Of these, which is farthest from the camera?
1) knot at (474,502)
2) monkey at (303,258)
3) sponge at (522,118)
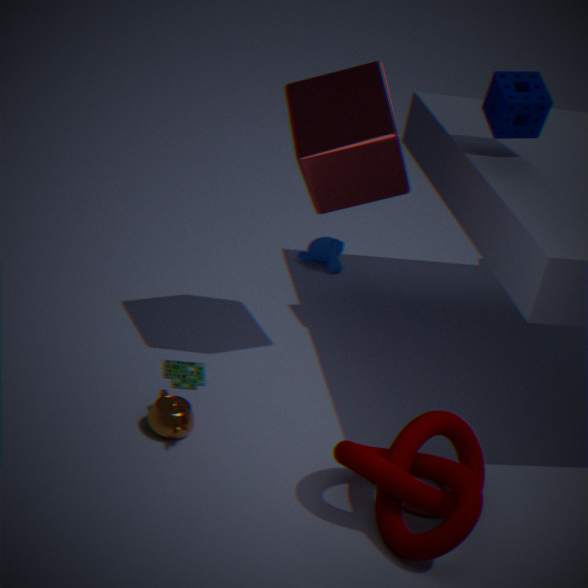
2. monkey at (303,258)
